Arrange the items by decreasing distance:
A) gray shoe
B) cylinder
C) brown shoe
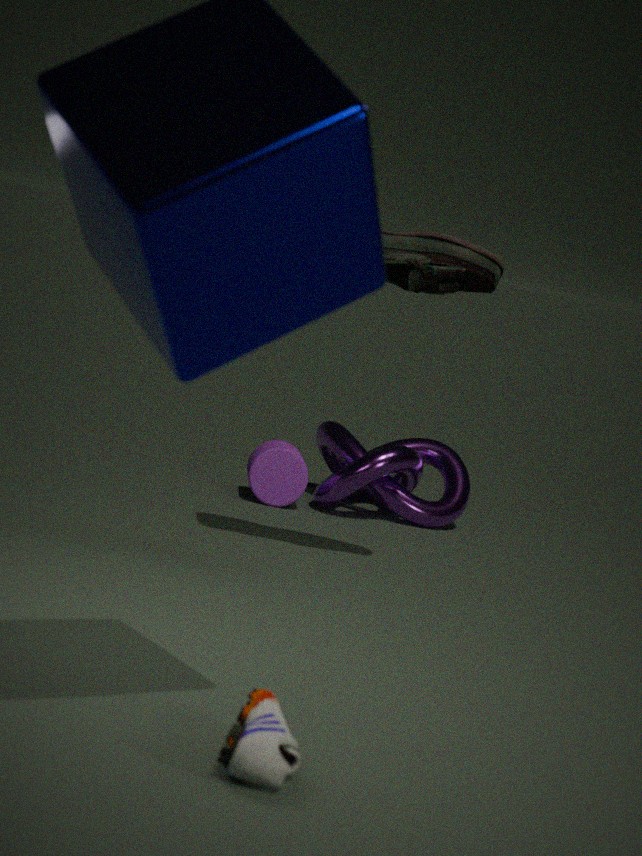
cylinder, brown shoe, gray shoe
